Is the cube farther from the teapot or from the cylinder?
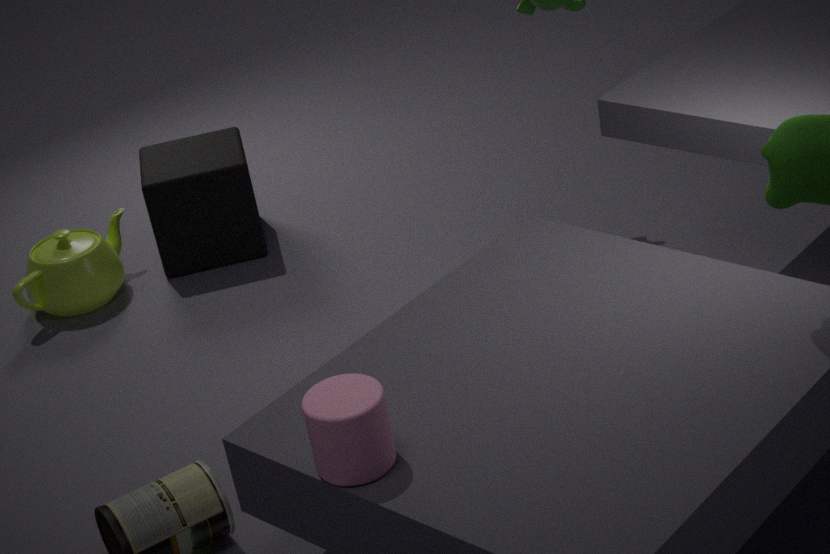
the cylinder
